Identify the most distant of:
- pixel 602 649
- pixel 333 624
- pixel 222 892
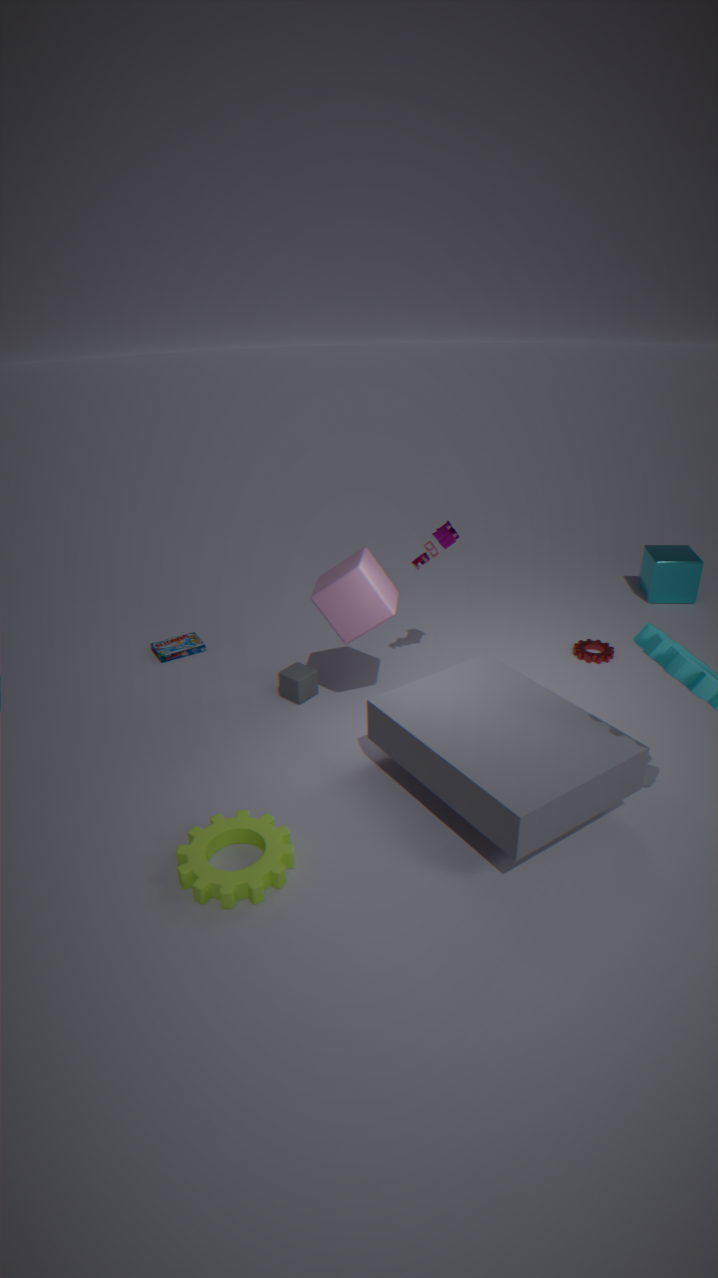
pixel 602 649
